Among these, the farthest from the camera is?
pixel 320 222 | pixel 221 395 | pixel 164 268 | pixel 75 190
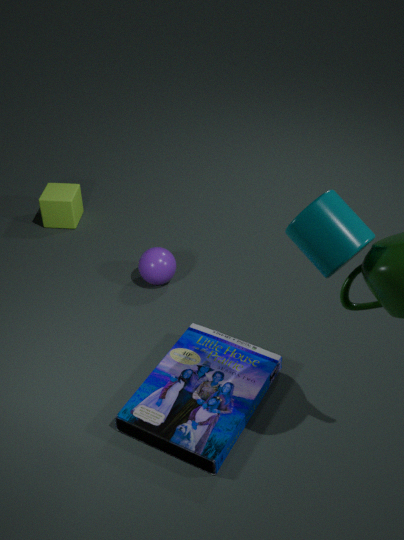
pixel 75 190
